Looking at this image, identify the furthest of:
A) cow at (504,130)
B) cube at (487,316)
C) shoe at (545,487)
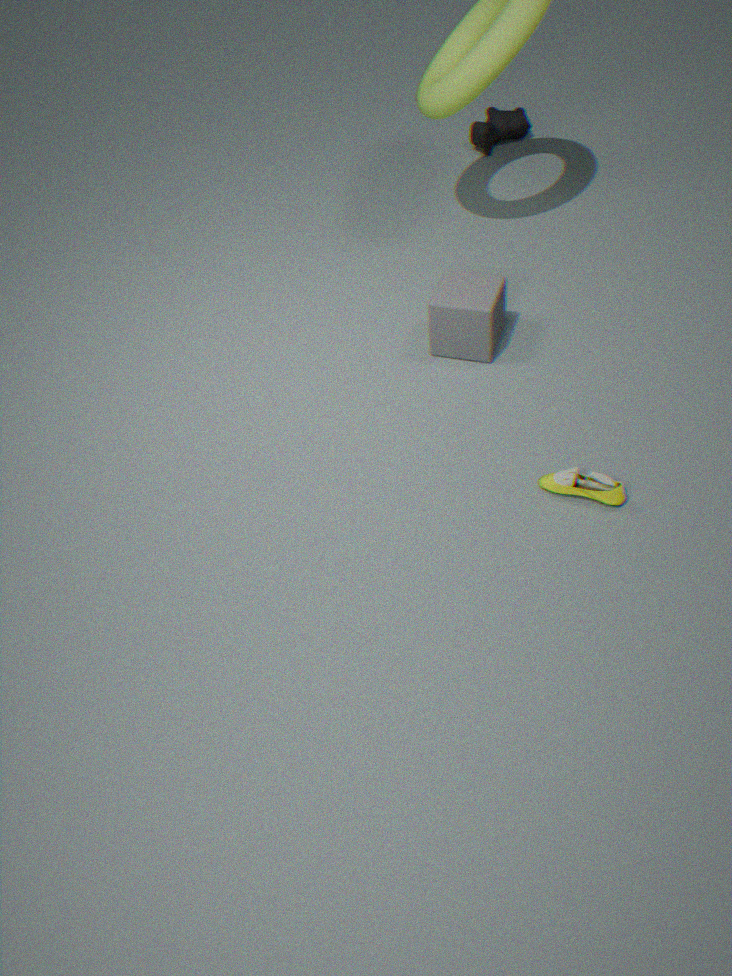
cow at (504,130)
